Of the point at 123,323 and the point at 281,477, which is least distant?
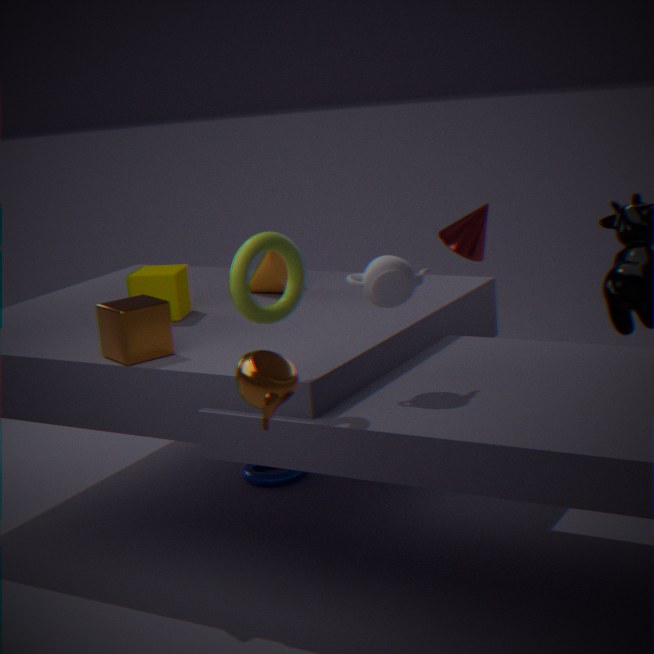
the point at 123,323
